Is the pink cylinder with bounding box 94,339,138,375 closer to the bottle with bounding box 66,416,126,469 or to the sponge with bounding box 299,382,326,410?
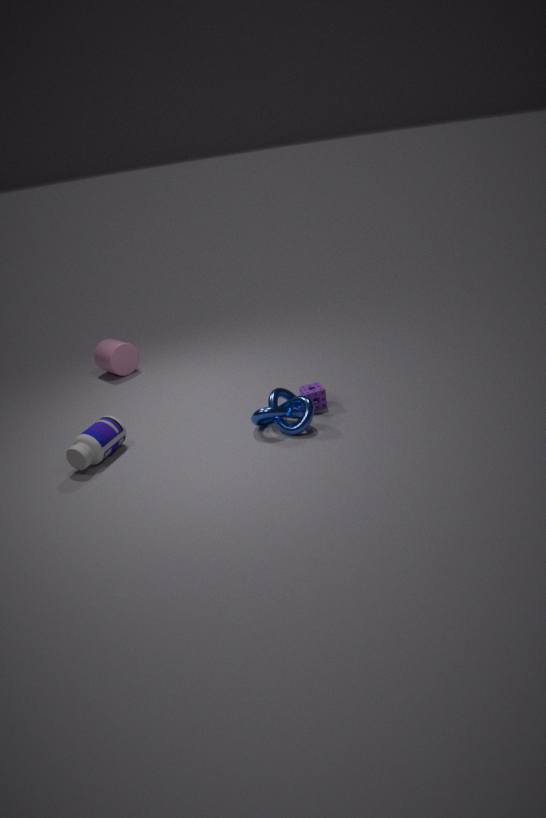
the bottle with bounding box 66,416,126,469
